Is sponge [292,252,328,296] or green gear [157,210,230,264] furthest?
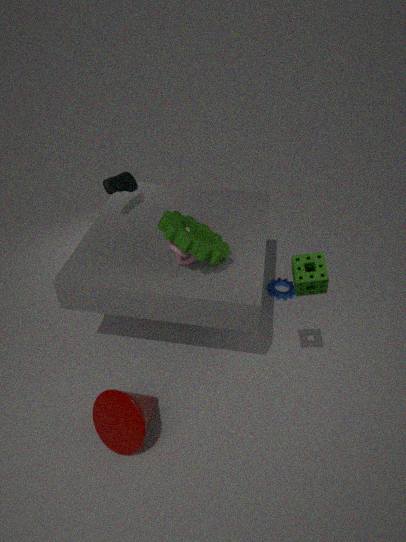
green gear [157,210,230,264]
